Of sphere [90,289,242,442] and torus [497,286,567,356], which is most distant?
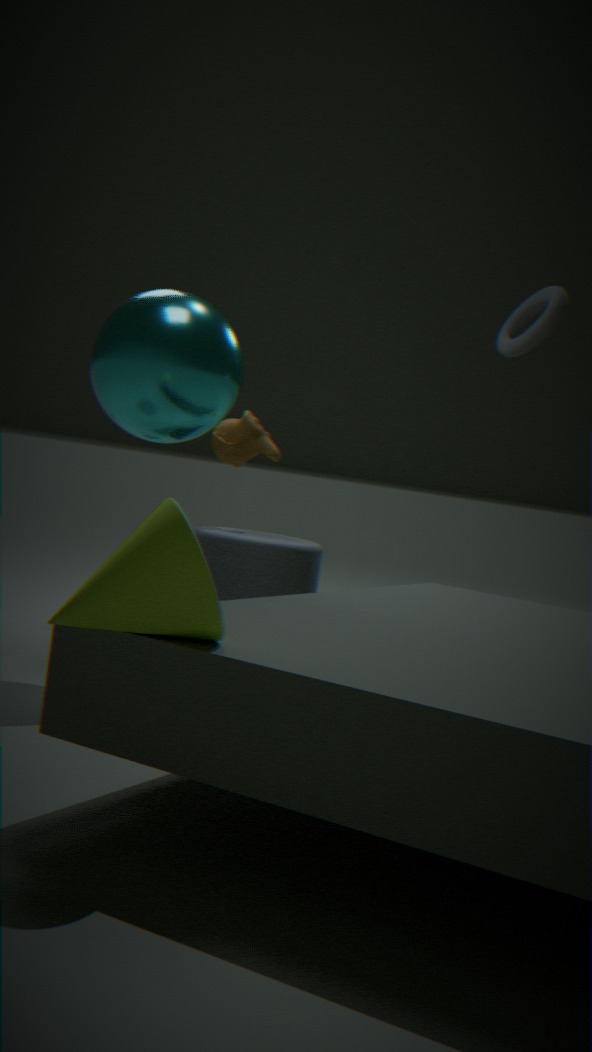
torus [497,286,567,356]
